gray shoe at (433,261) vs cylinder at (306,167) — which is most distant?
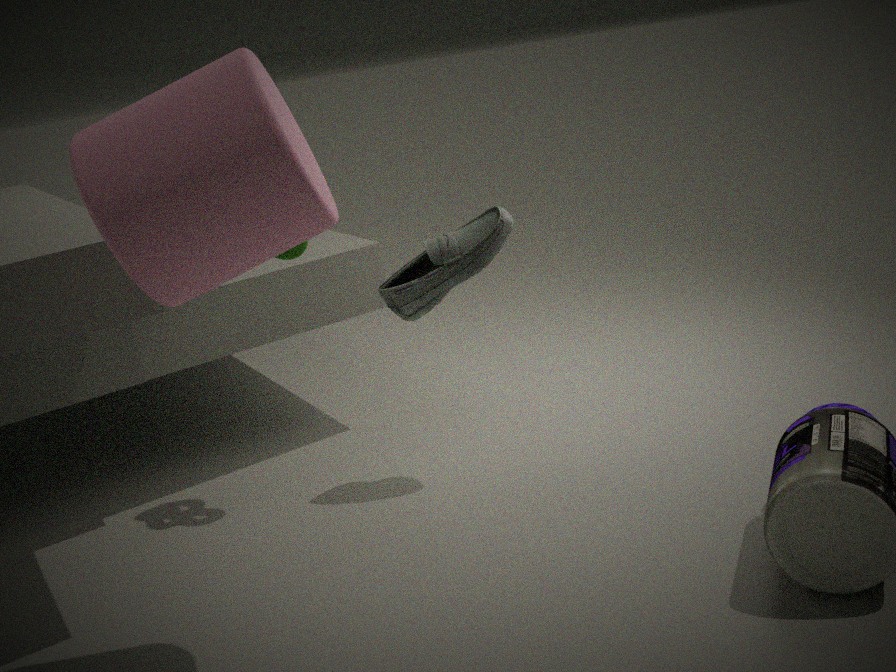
gray shoe at (433,261)
